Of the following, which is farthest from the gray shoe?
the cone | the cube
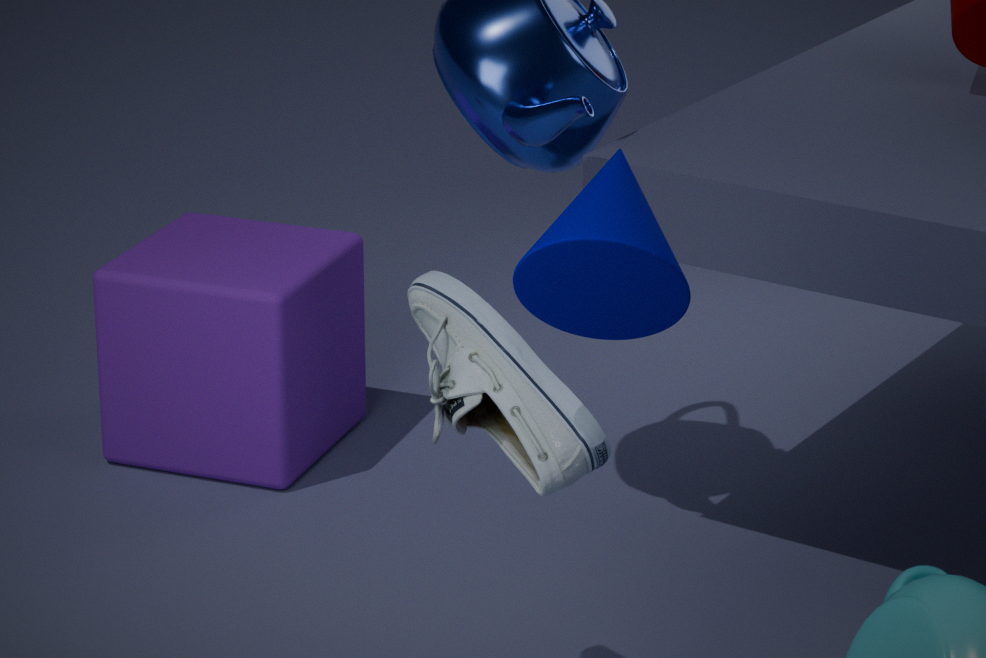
the cube
